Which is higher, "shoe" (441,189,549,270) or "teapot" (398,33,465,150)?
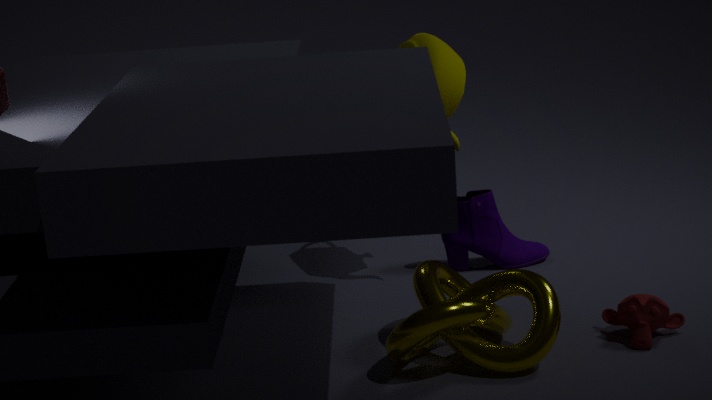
"teapot" (398,33,465,150)
